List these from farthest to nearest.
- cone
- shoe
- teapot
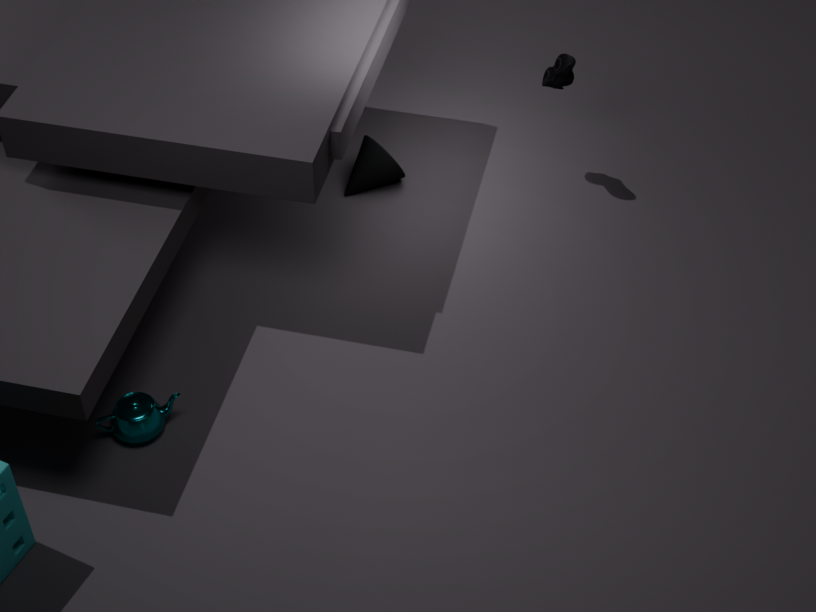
cone
shoe
teapot
